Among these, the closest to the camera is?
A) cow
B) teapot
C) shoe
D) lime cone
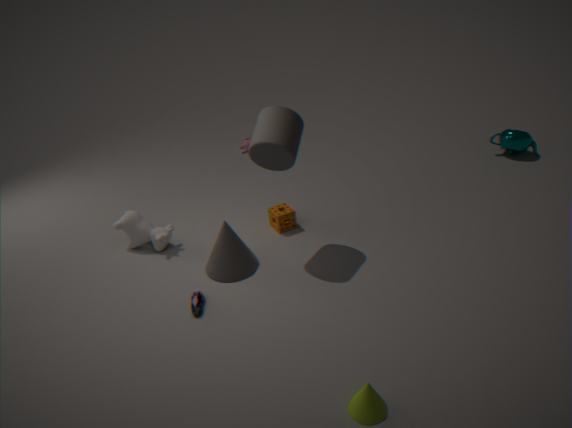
lime cone
